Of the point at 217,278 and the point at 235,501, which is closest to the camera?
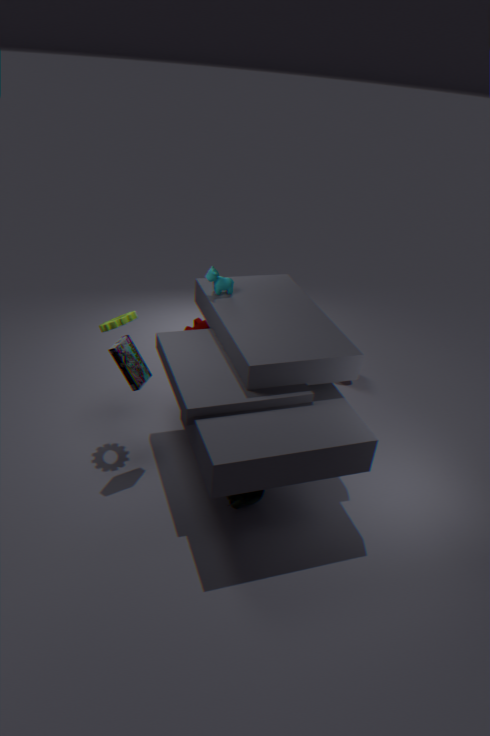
the point at 235,501
